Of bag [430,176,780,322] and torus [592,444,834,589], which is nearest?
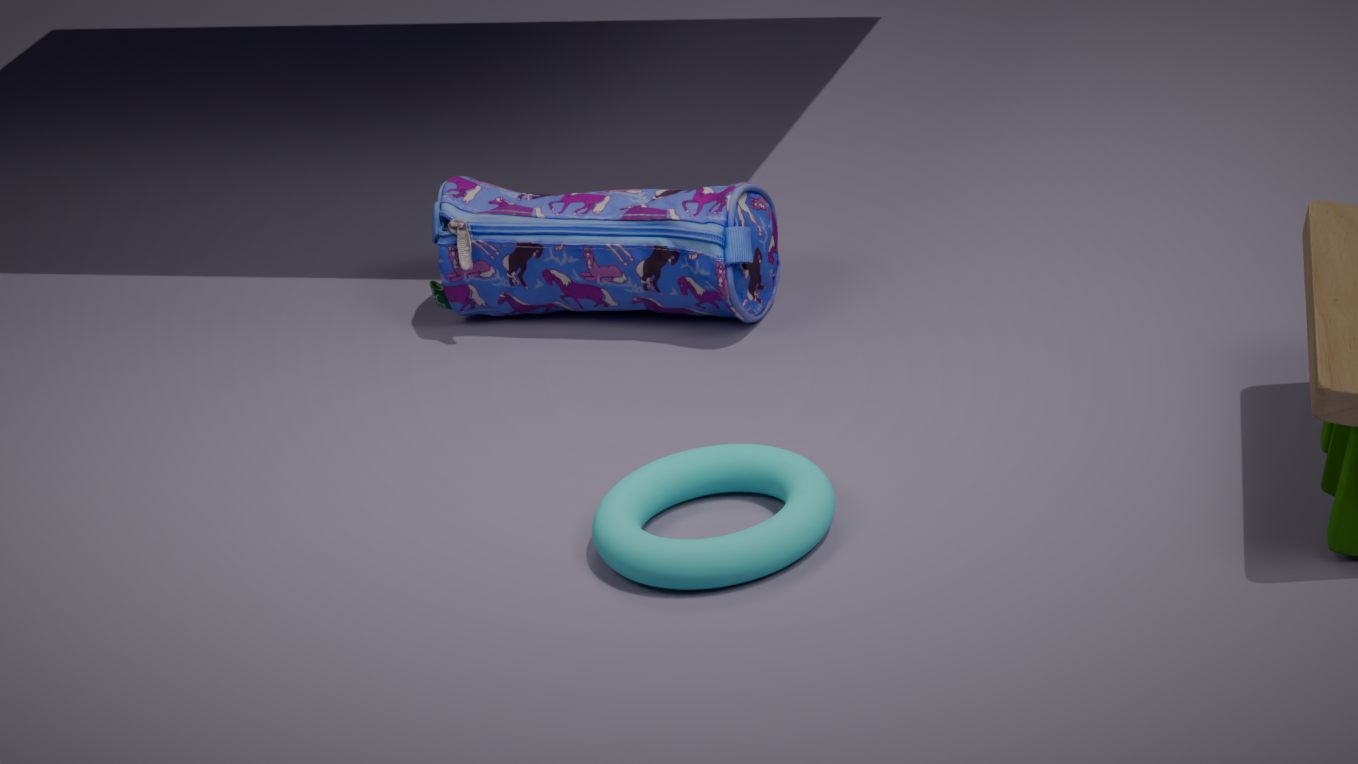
torus [592,444,834,589]
